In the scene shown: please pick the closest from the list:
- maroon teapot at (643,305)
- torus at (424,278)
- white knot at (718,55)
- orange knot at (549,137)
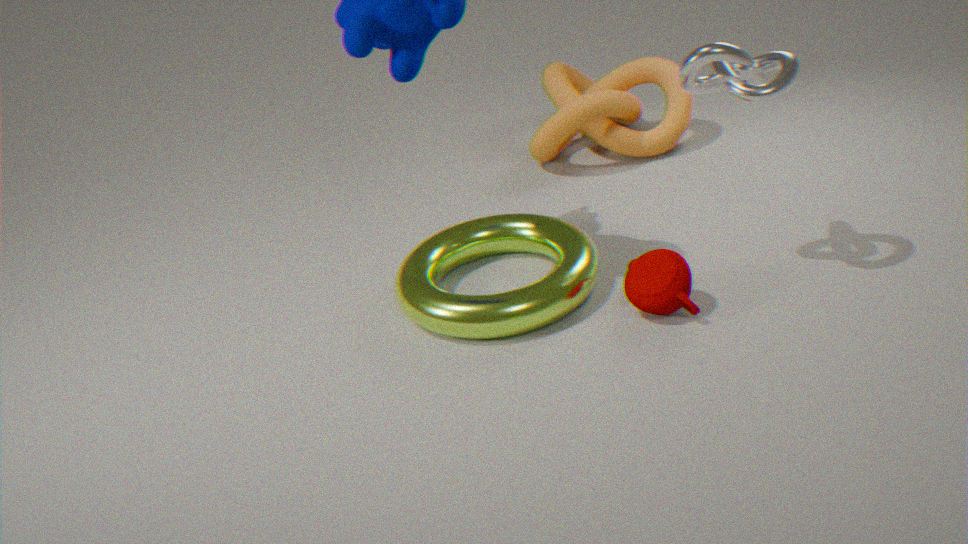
white knot at (718,55)
